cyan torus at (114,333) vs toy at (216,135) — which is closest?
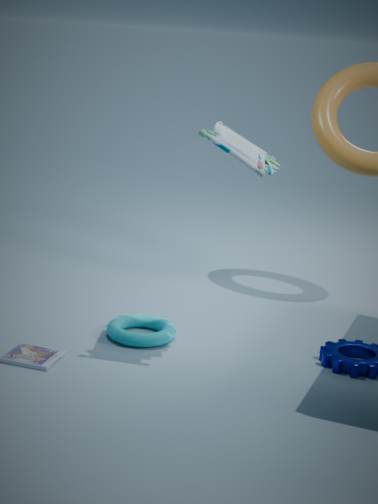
toy at (216,135)
